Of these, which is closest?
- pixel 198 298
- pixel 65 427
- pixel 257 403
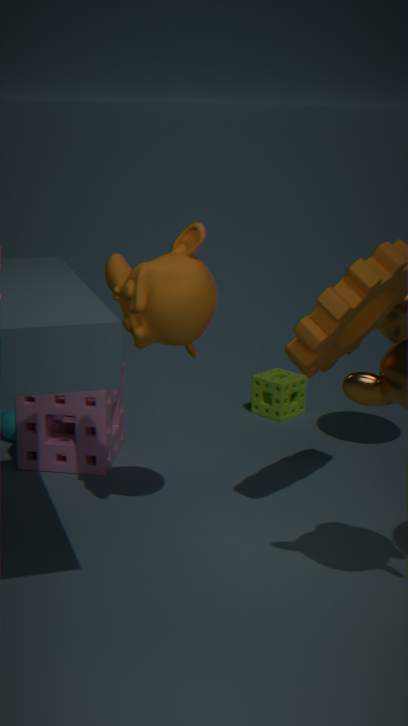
pixel 198 298
